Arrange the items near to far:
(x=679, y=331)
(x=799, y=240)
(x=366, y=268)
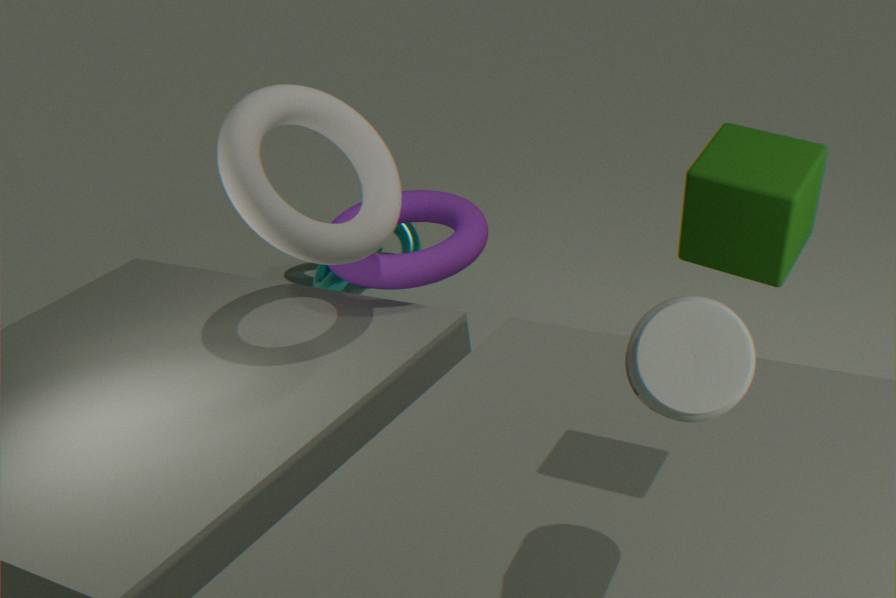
(x=679, y=331) → (x=799, y=240) → (x=366, y=268)
